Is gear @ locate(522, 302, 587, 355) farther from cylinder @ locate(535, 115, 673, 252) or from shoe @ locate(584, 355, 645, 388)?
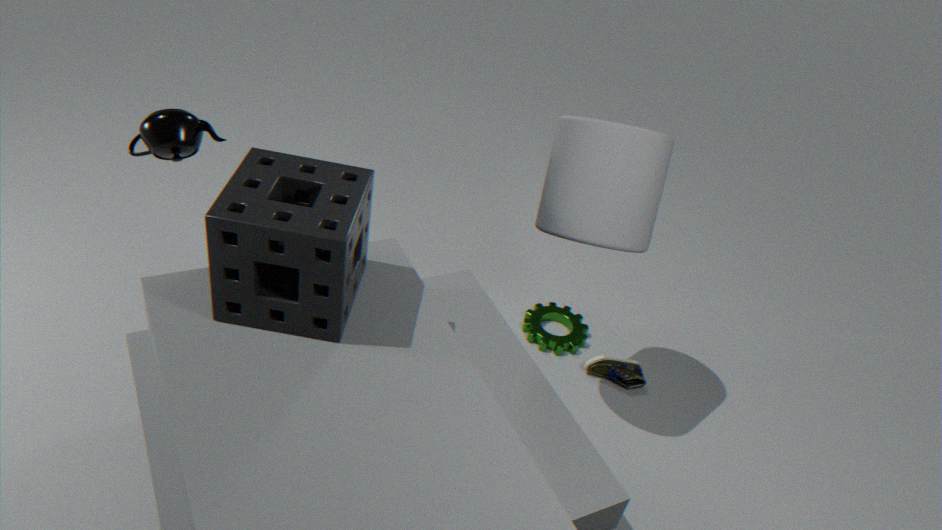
cylinder @ locate(535, 115, 673, 252)
